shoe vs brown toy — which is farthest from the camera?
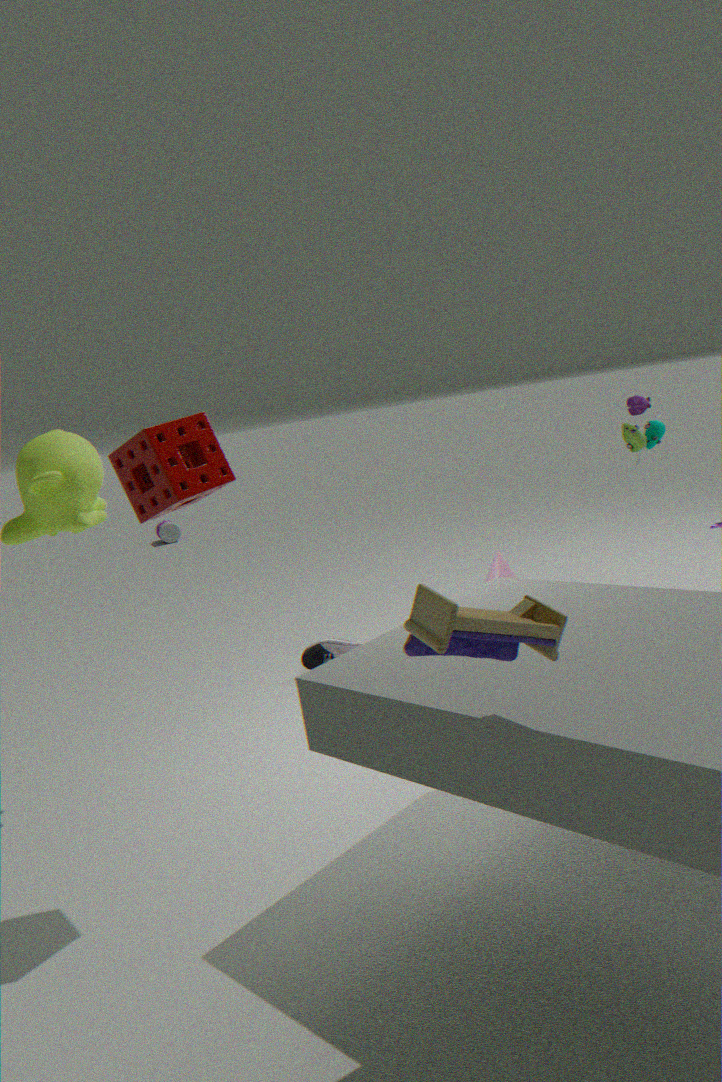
shoe
